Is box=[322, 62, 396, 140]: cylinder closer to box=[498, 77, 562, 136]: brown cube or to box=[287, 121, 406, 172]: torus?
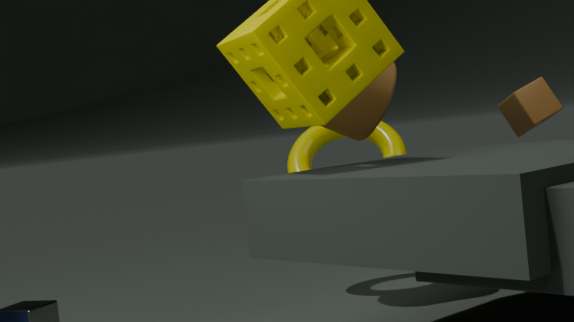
box=[287, 121, 406, 172]: torus
